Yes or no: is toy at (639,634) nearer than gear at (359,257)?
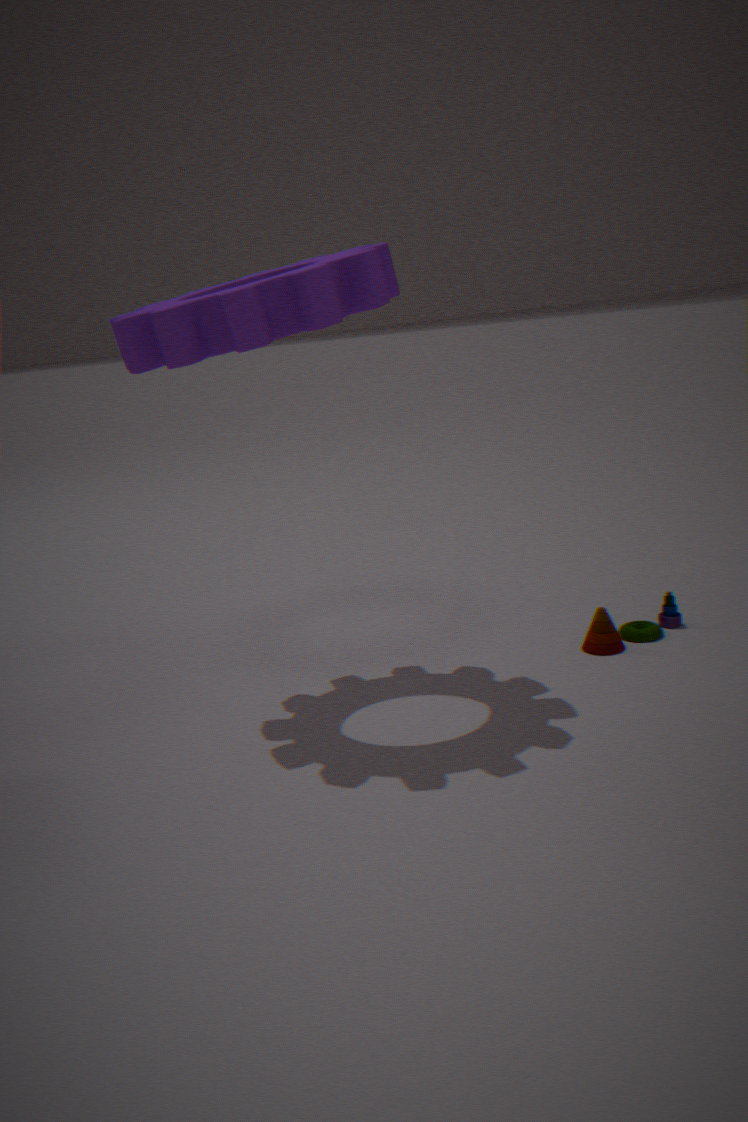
No
